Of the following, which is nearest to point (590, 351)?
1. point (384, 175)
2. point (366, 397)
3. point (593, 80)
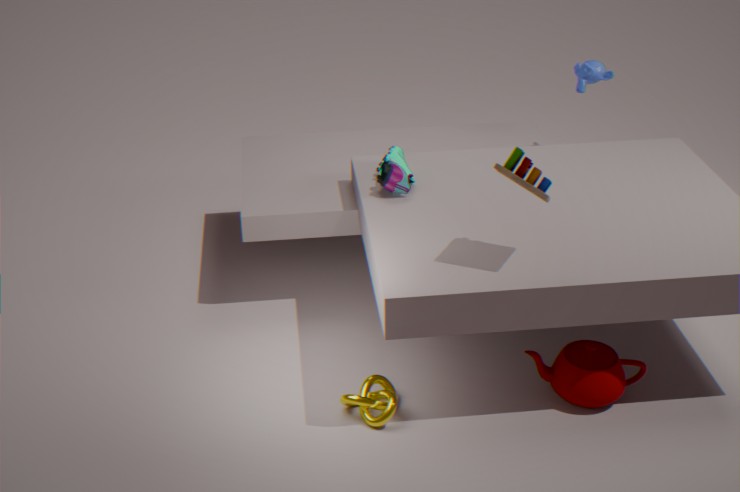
point (366, 397)
